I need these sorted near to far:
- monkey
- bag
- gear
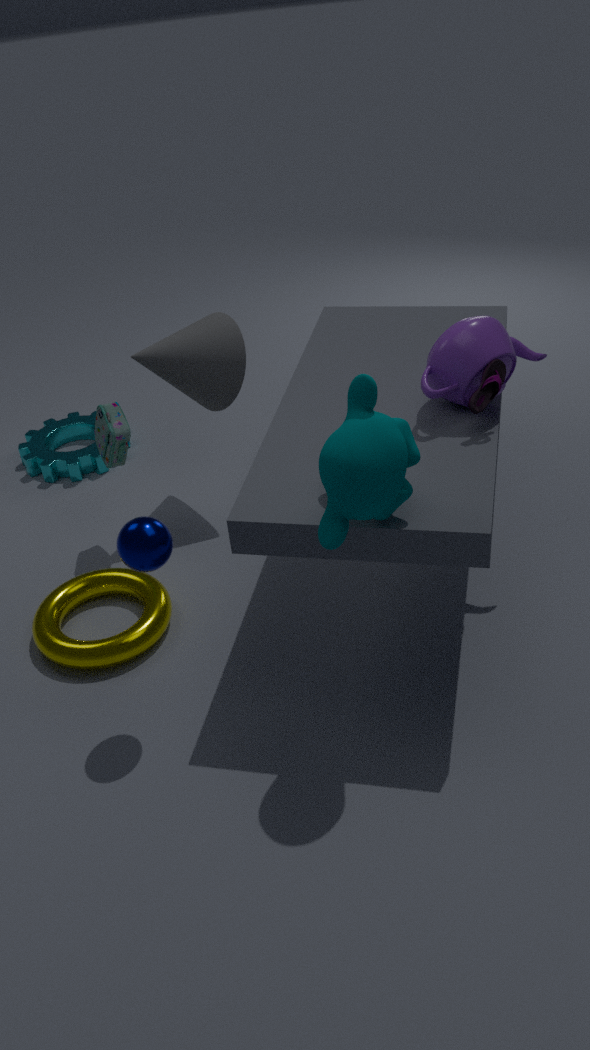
monkey < bag < gear
